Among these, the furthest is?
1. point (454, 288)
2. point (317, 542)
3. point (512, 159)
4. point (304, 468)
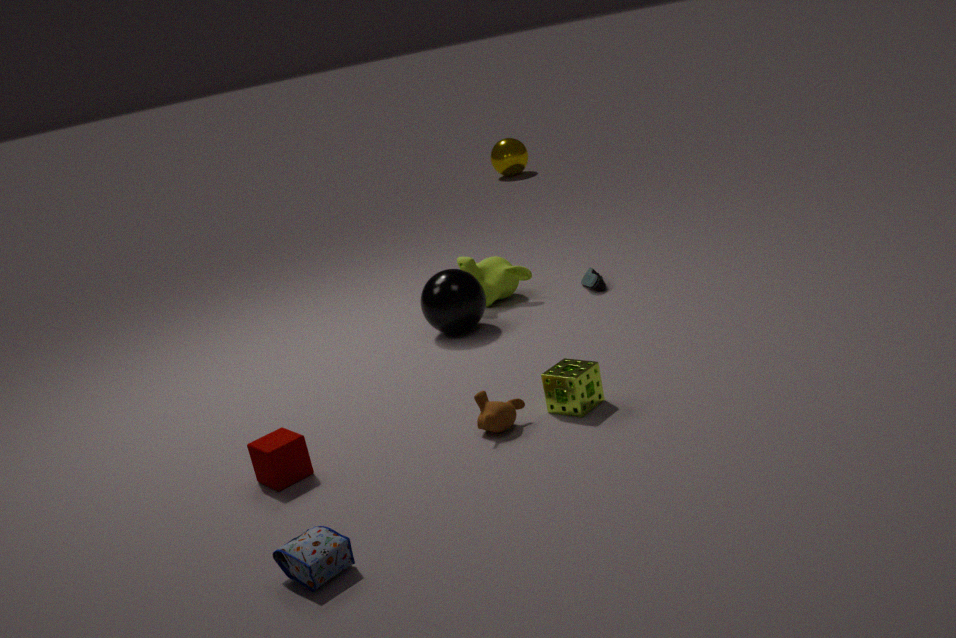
point (512, 159)
